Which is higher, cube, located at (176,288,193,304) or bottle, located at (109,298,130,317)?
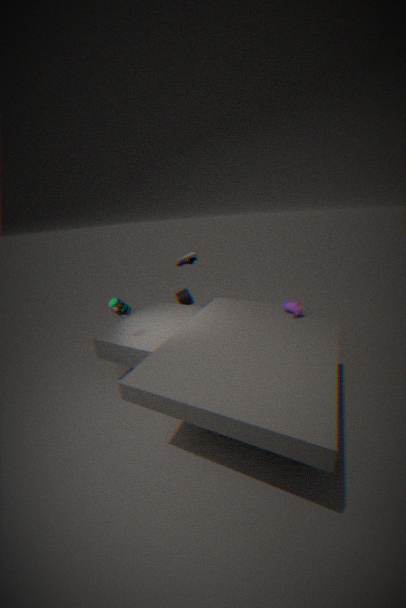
bottle, located at (109,298,130,317)
